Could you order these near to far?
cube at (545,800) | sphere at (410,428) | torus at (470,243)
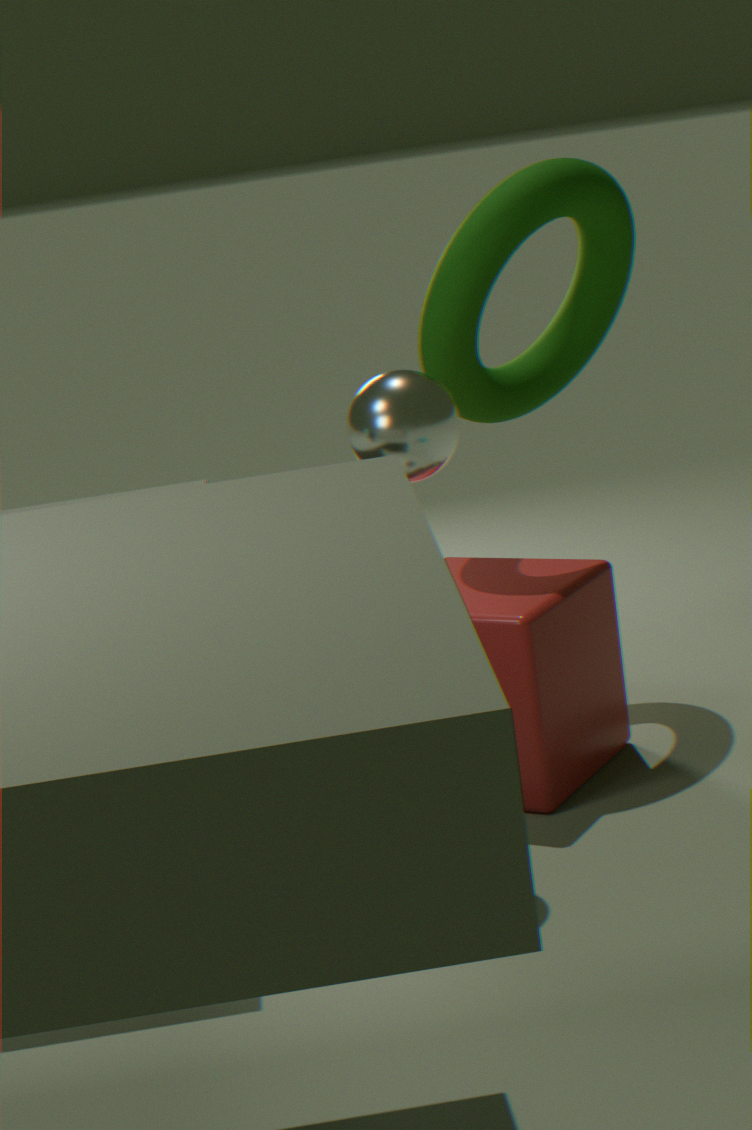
sphere at (410,428), cube at (545,800), torus at (470,243)
